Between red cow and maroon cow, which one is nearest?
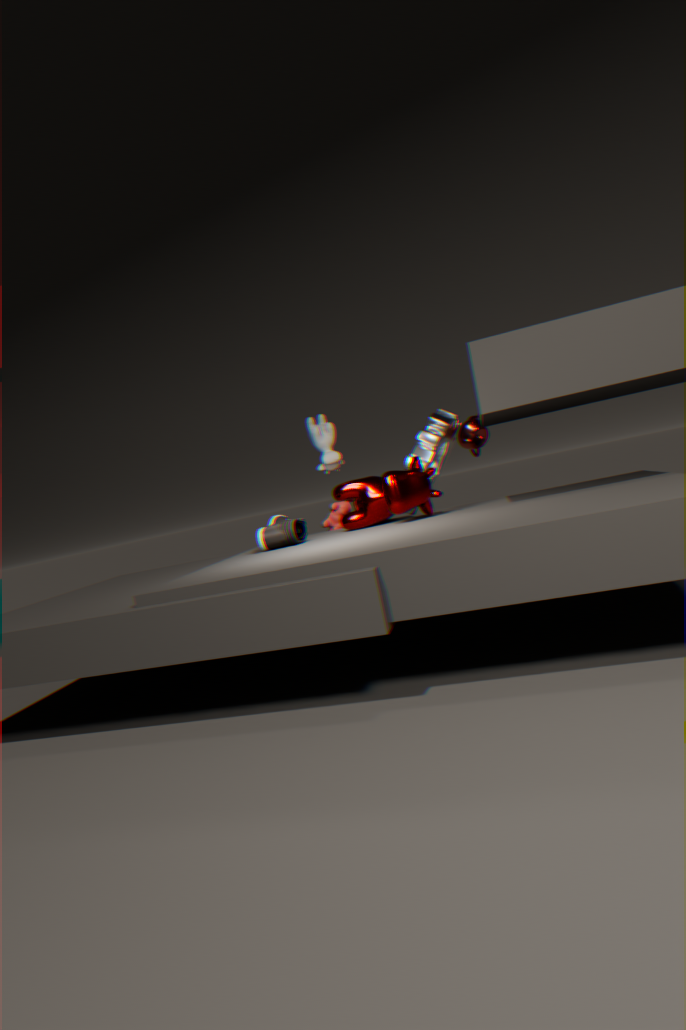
maroon cow
